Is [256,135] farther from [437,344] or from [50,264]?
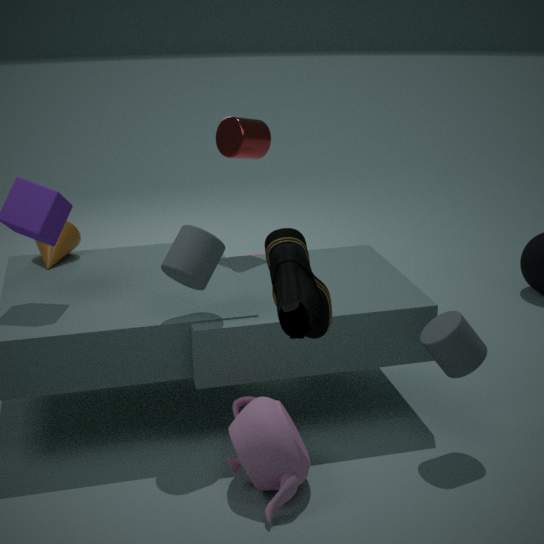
[437,344]
